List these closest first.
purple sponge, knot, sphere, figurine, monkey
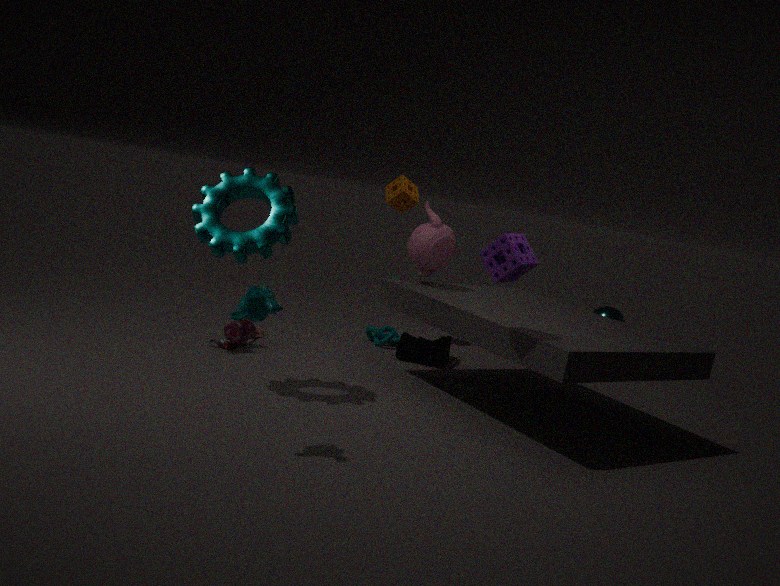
1. monkey
2. purple sponge
3. figurine
4. knot
5. sphere
